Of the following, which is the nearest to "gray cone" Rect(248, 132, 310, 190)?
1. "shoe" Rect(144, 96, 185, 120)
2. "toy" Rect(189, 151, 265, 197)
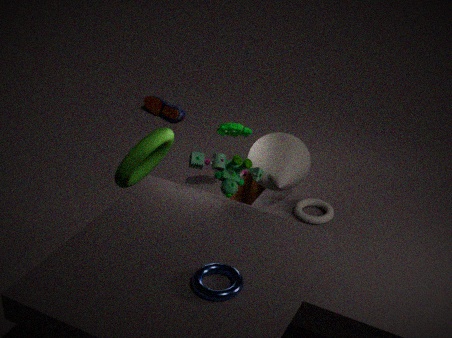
"toy" Rect(189, 151, 265, 197)
